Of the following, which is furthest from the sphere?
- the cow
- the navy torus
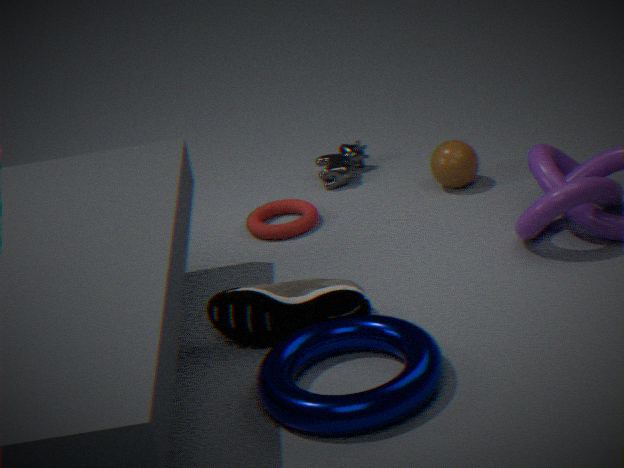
the navy torus
